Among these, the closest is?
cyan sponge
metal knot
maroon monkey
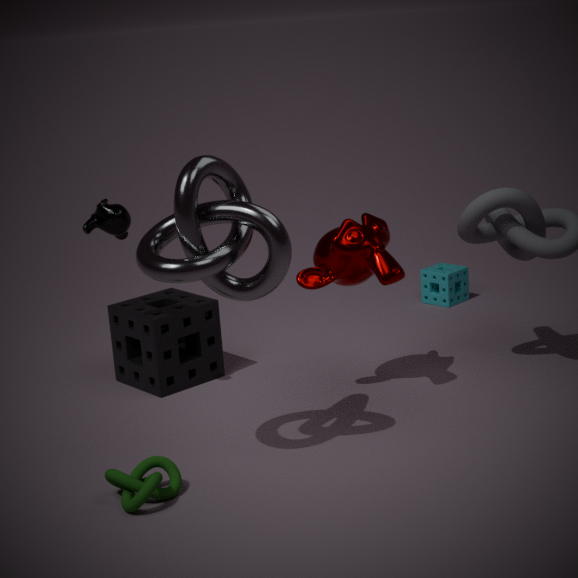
metal knot
